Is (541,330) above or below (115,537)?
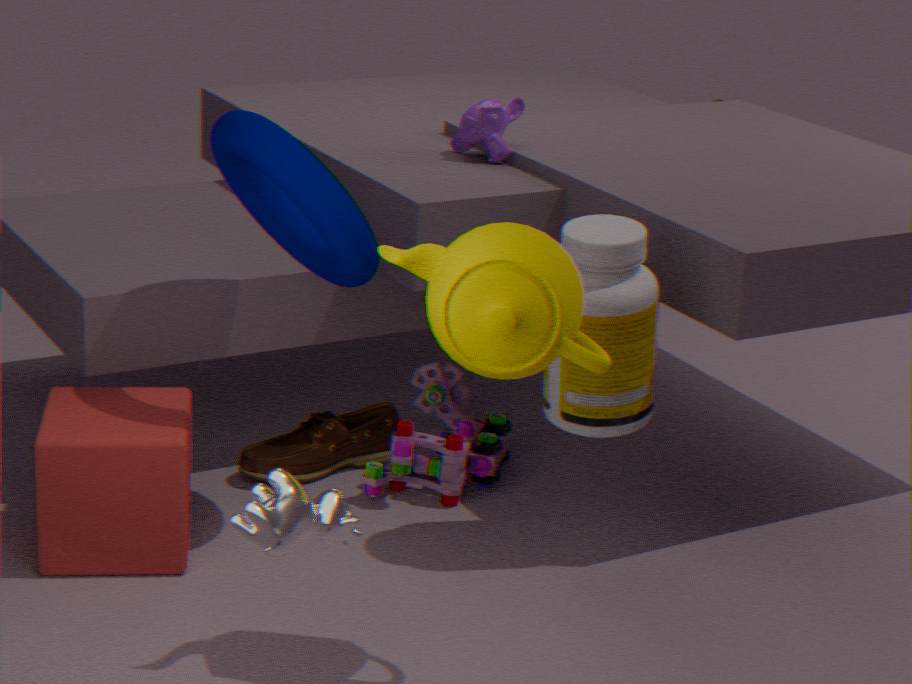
above
